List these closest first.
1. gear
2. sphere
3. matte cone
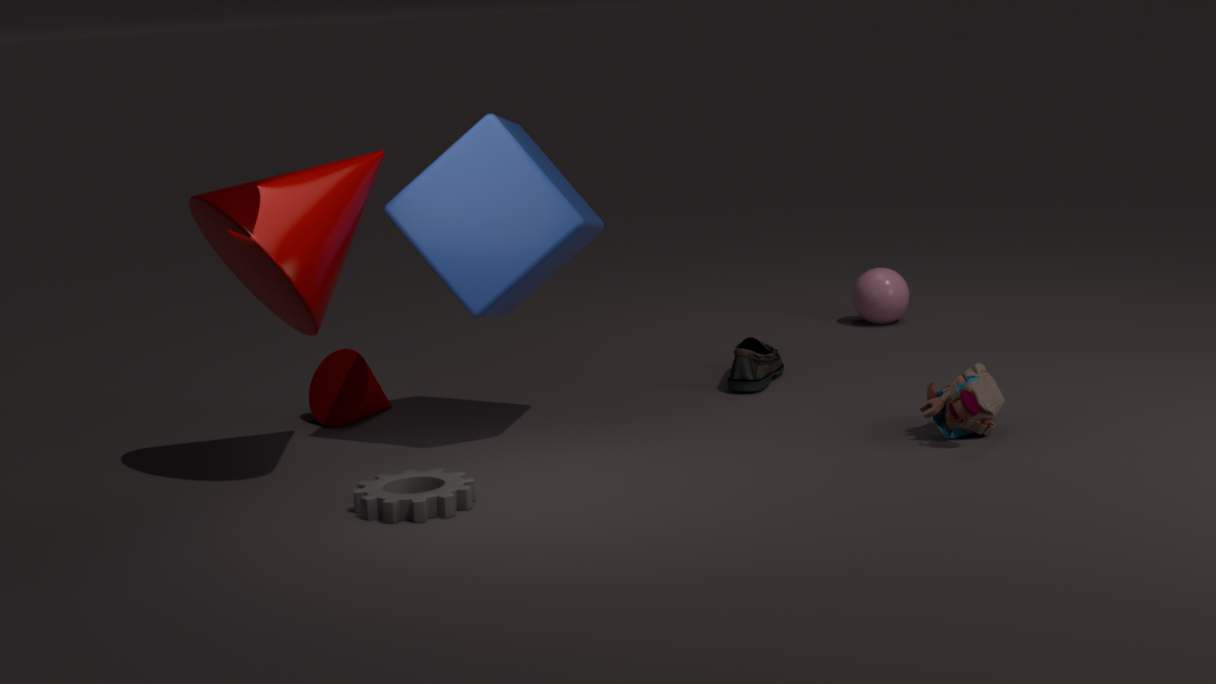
1. gear
2. matte cone
3. sphere
